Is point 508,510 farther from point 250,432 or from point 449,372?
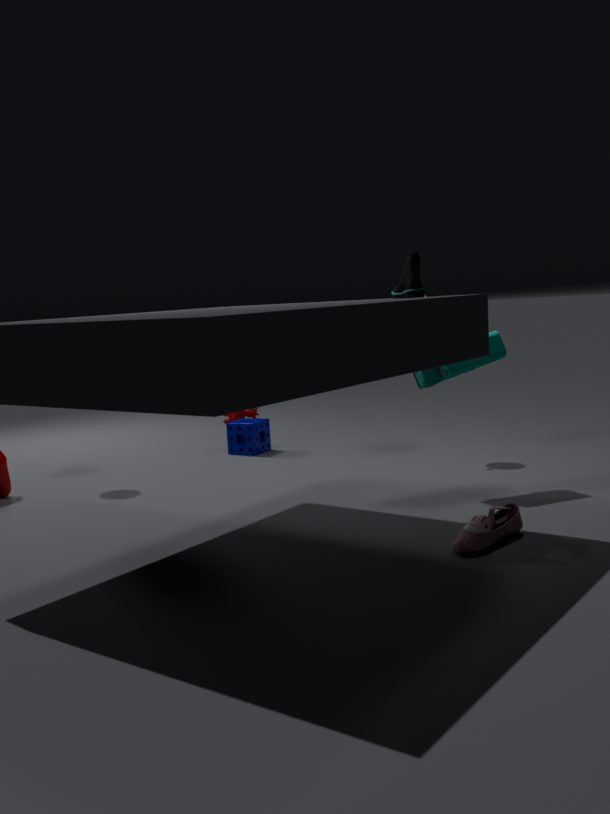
point 250,432
